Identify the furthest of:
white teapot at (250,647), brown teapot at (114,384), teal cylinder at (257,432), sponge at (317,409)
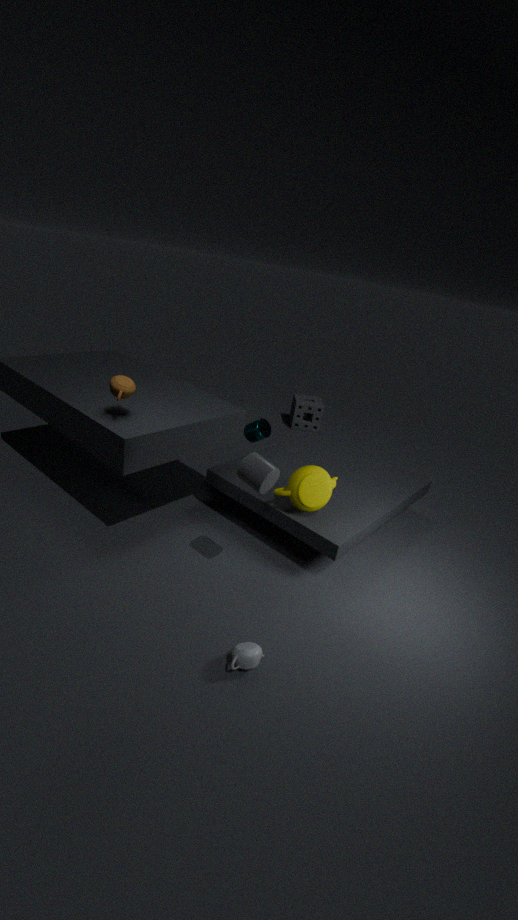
sponge at (317,409)
